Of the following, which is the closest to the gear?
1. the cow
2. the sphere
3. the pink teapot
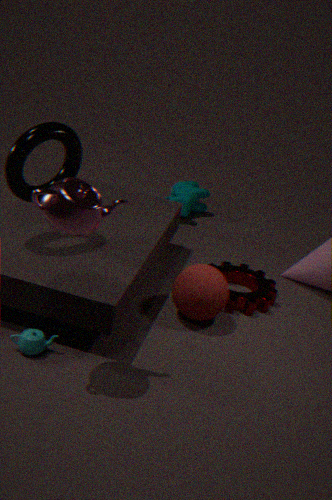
the sphere
